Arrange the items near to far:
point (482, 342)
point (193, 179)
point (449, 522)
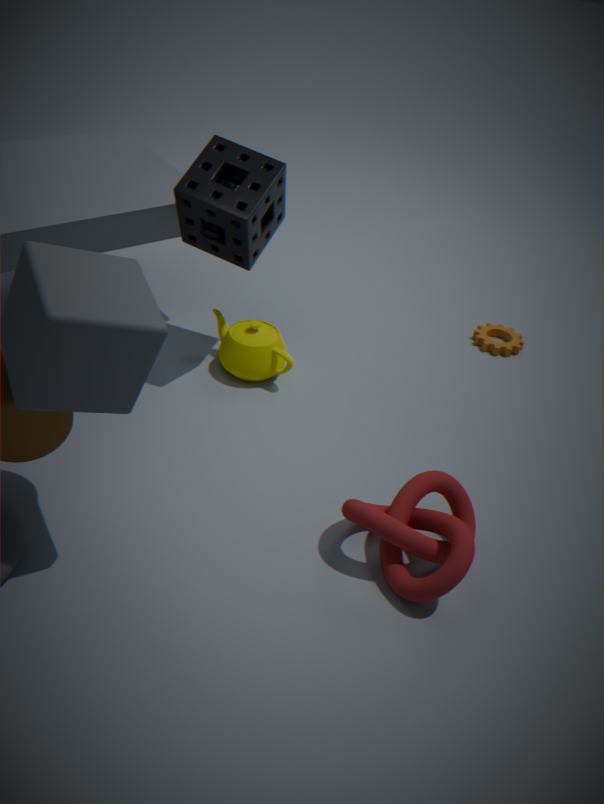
1. point (449, 522)
2. point (193, 179)
3. point (482, 342)
